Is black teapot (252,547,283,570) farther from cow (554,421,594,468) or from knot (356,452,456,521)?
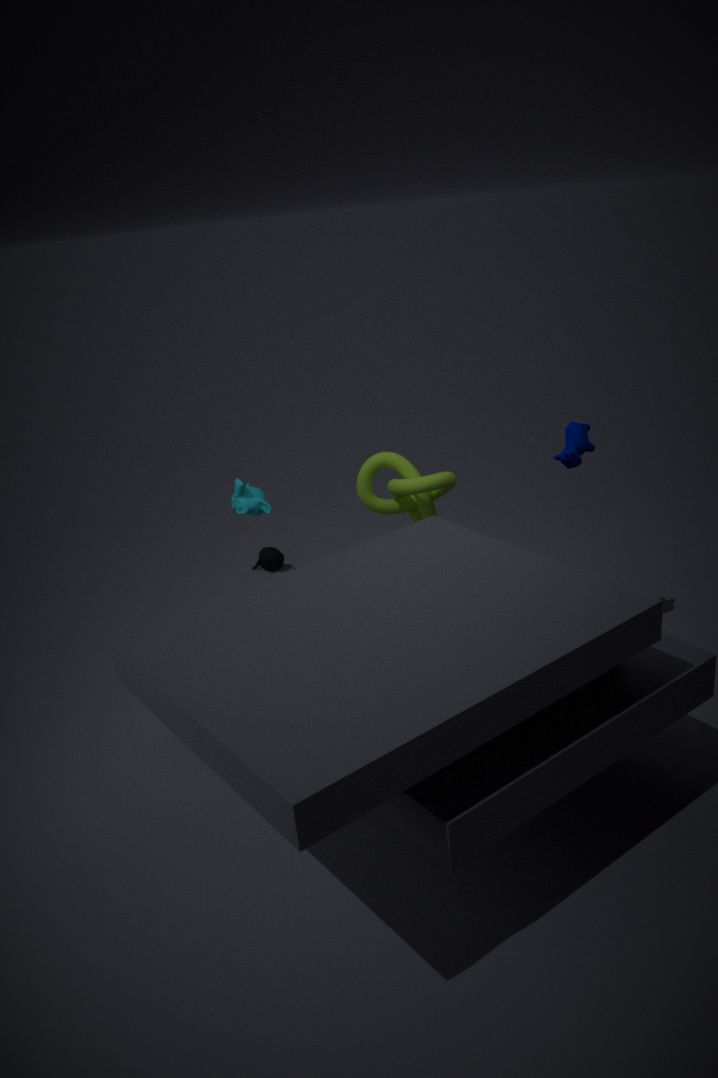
cow (554,421,594,468)
